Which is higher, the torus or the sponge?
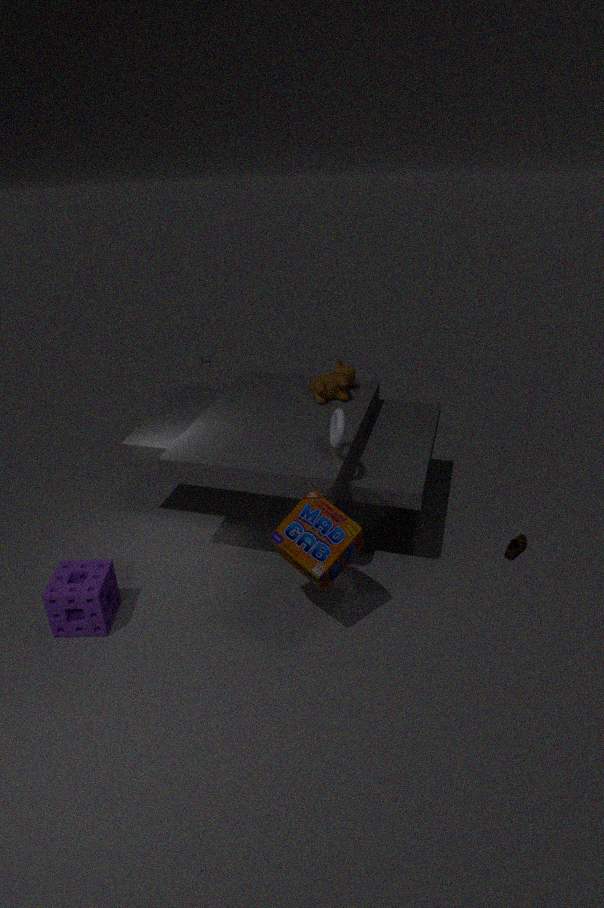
the torus
